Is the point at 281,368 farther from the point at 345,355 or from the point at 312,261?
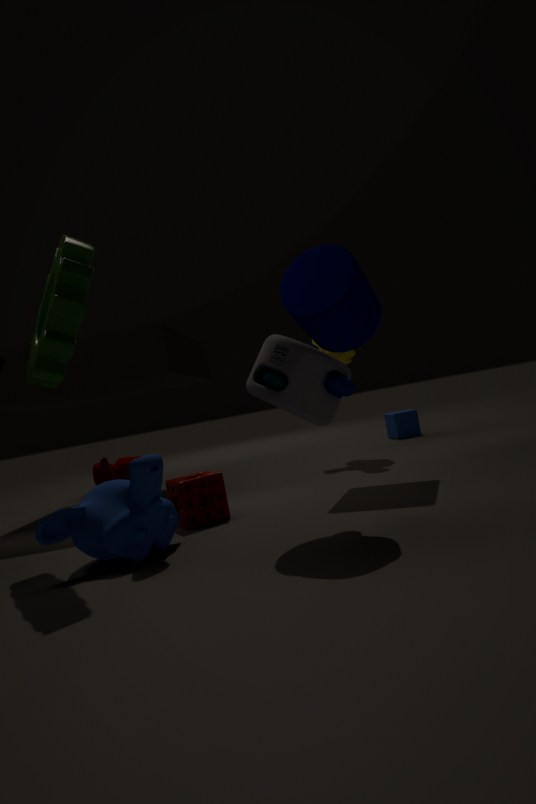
the point at 345,355
